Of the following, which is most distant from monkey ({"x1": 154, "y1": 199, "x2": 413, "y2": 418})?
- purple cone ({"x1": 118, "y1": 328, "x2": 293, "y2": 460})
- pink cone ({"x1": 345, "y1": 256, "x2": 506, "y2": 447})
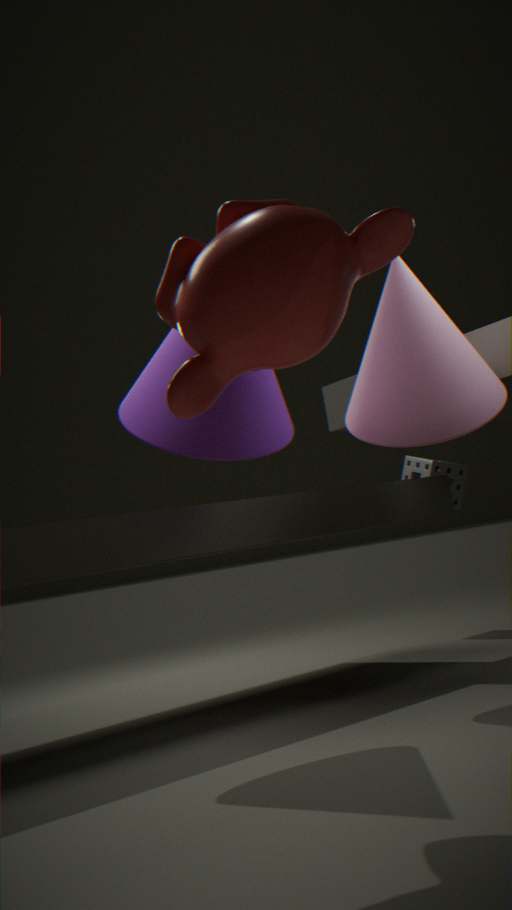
pink cone ({"x1": 345, "y1": 256, "x2": 506, "y2": 447})
